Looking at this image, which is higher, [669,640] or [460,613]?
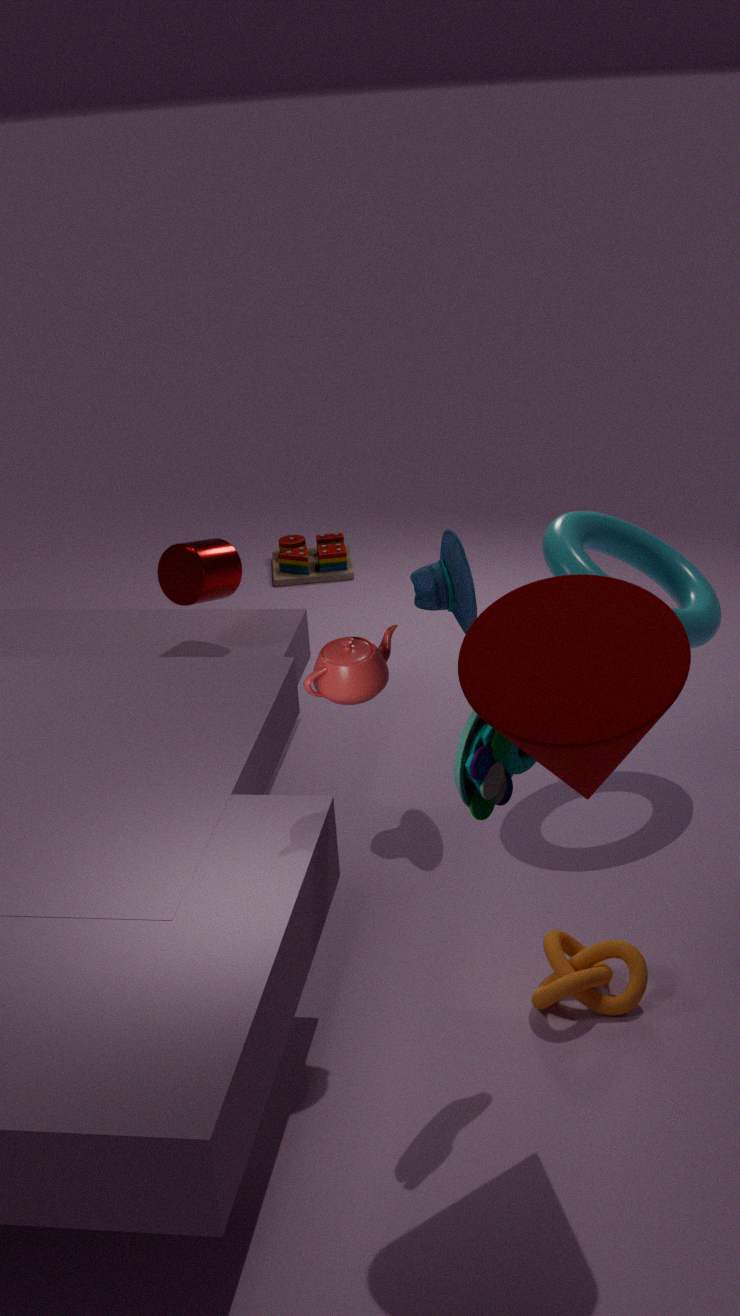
[669,640]
